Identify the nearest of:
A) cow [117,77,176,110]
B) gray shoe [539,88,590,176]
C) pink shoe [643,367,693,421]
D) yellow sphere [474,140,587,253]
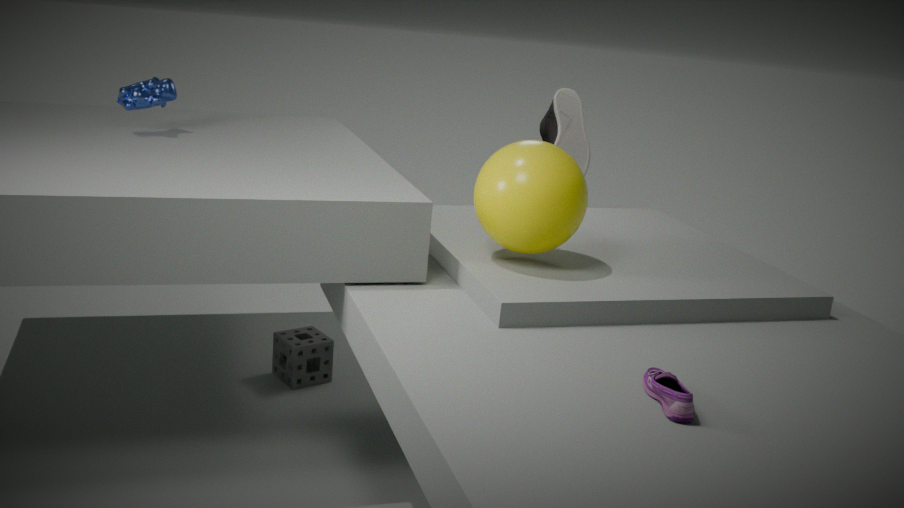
pink shoe [643,367,693,421]
